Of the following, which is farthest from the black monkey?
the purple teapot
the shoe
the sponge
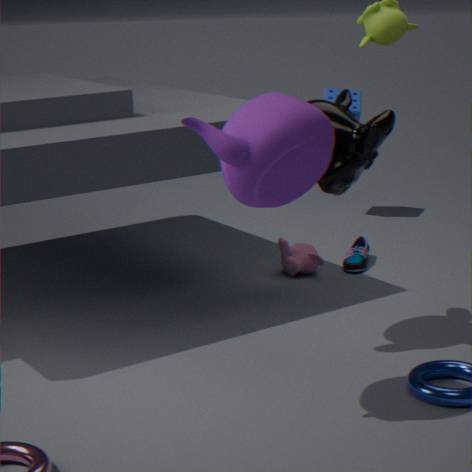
the sponge
